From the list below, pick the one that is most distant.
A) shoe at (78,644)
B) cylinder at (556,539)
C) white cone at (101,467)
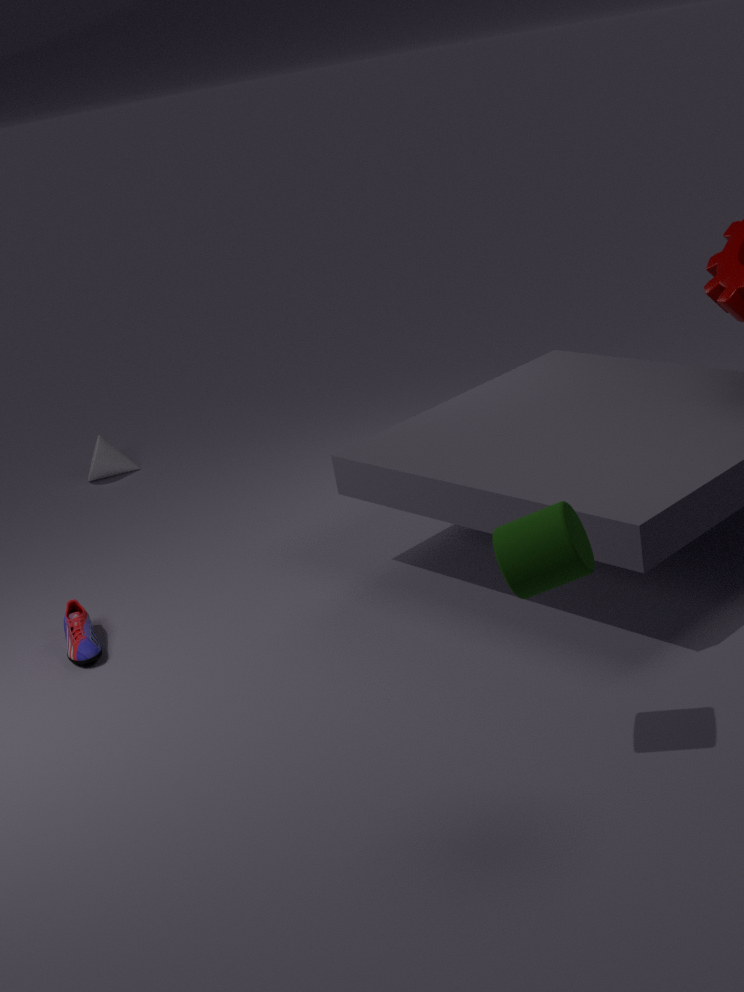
white cone at (101,467)
